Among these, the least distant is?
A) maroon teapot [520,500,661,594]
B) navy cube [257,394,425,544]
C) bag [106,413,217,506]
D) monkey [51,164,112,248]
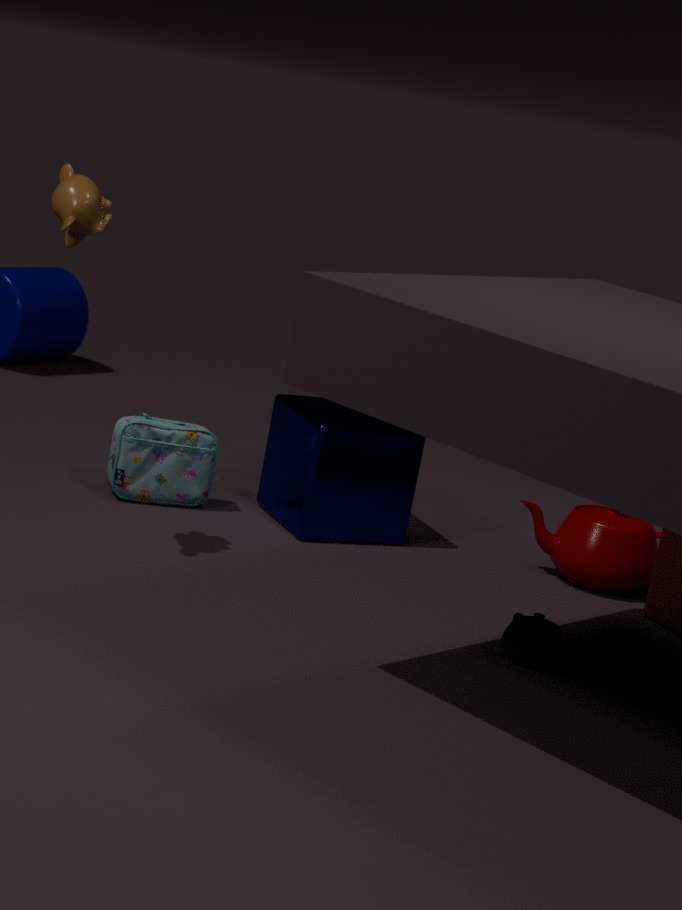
monkey [51,164,112,248]
